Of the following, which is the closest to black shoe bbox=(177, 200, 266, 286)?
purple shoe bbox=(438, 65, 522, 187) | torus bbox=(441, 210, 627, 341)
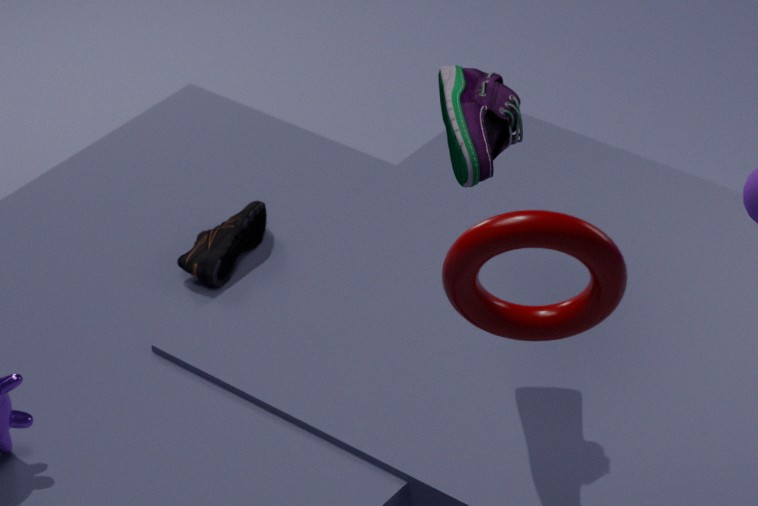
purple shoe bbox=(438, 65, 522, 187)
